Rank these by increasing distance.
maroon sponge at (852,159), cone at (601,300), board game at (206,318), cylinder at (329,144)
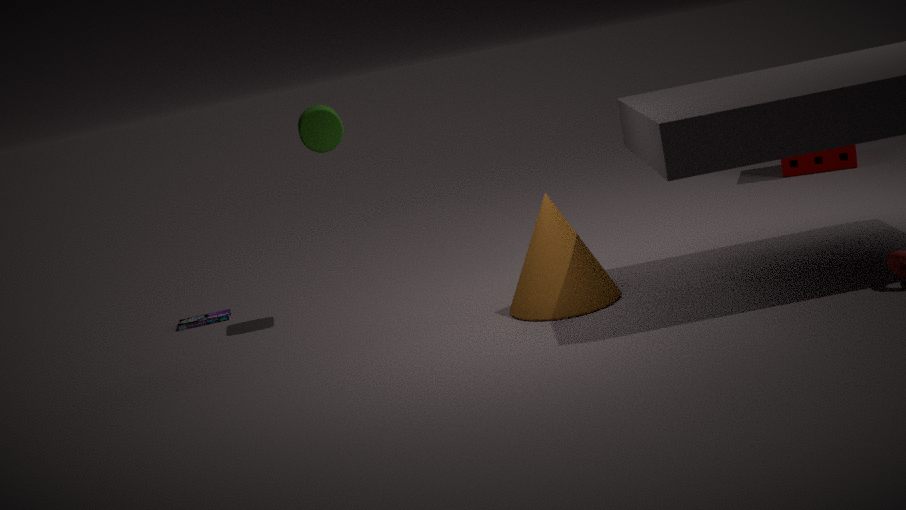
cone at (601,300)
cylinder at (329,144)
board game at (206,318)
maroon sponge at (852,159)
